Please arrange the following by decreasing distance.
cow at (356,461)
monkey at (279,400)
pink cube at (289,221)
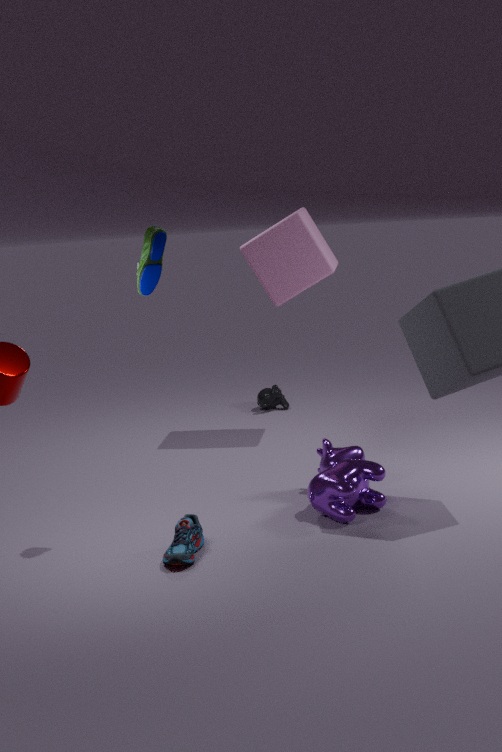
monkey at (279,400) → pink cube at (289,221) → cow at (356,461)
